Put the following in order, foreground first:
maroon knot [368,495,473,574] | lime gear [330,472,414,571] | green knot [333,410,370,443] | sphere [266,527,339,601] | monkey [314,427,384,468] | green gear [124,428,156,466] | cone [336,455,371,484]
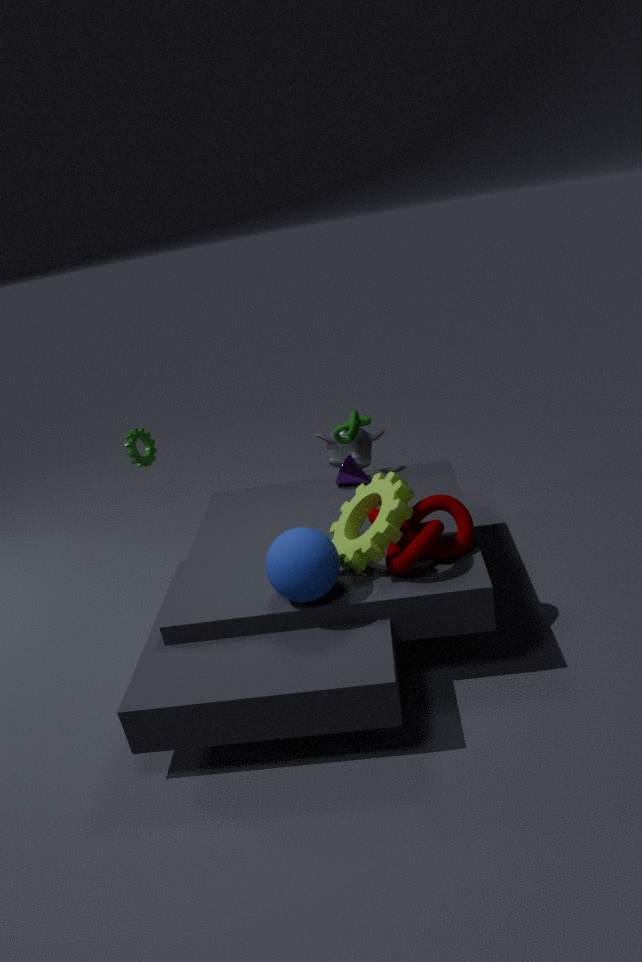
sphere [266,527,339,601]
maroon knot [368,495,473,574]
lime gear [330,472,414,571]
cone [336,455,371,484]
green knot [333,410,370,443]
monkey [314,427,384,468]
green gear [124,428,156,466]
